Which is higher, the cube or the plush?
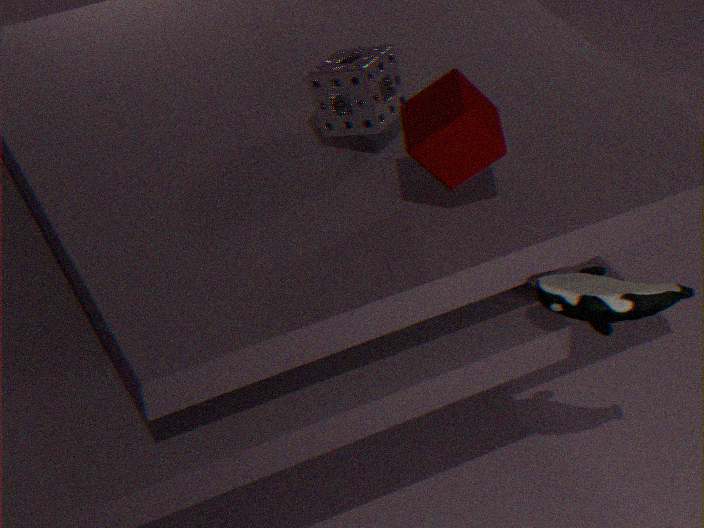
the cube
